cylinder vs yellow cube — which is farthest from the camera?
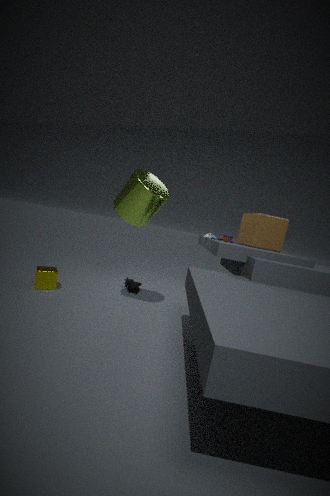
yellow cube
